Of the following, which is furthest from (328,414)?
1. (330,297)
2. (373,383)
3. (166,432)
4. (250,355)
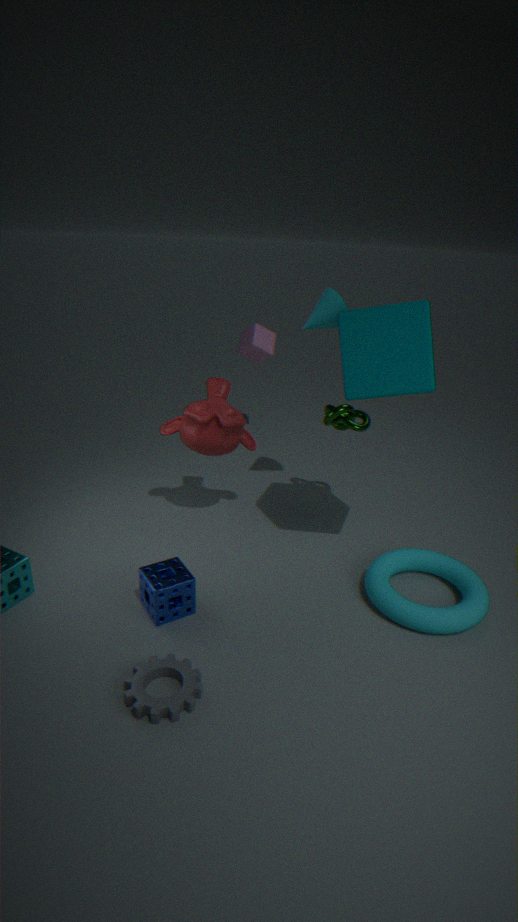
(250,355)
